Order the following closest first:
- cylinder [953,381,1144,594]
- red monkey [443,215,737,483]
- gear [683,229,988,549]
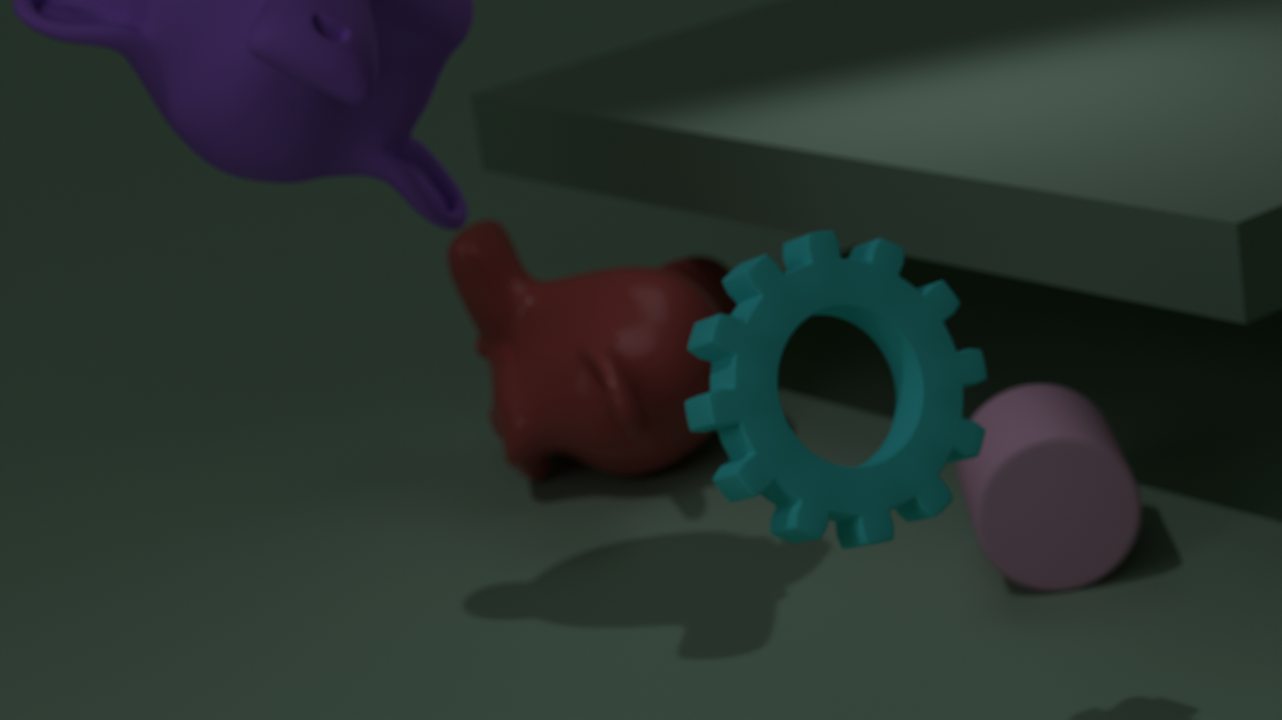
gear [683,229,988,549], cylinder [953,381,1144,594], red monkey [443,215,737,483]
